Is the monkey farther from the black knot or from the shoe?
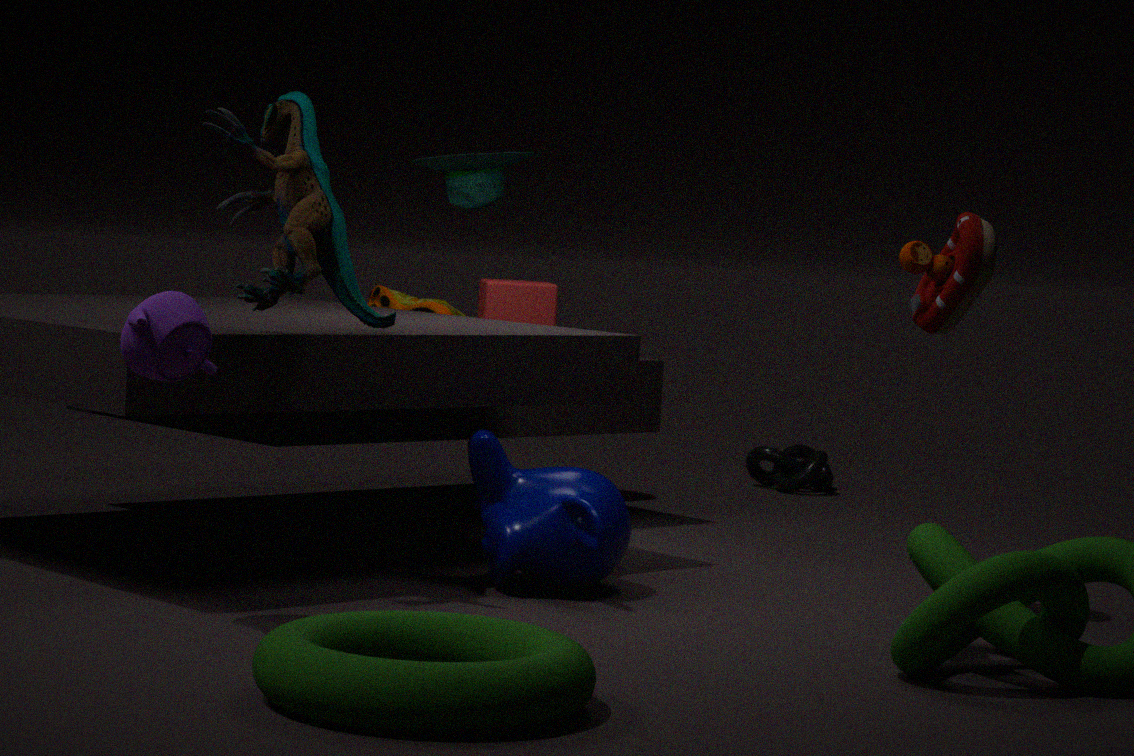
the black knot
